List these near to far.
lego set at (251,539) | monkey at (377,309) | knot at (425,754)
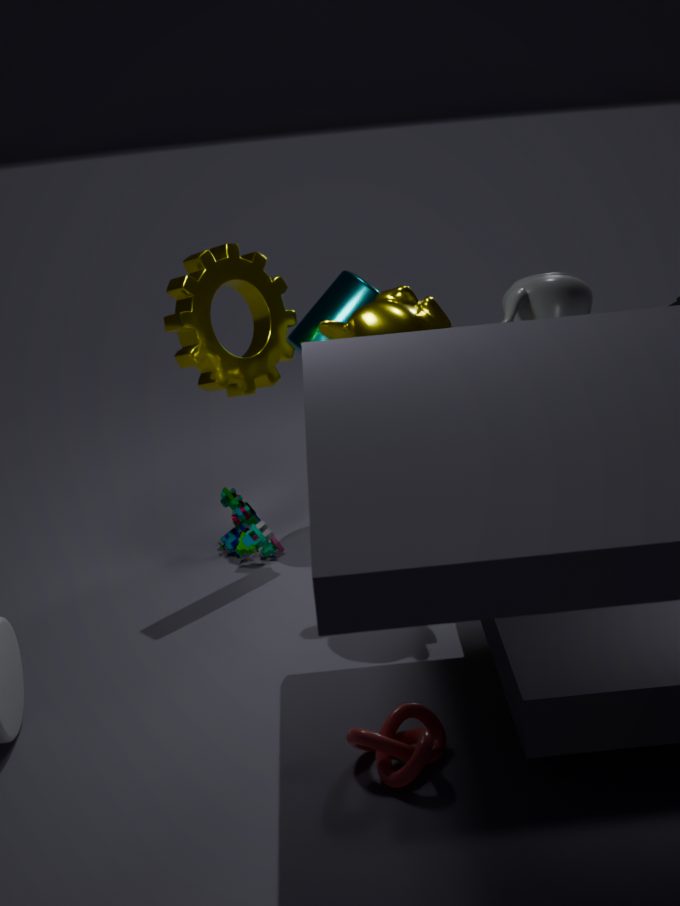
1. knot at (425,754)
2. monkey at (377,309)
3. lego set at (251,539)
